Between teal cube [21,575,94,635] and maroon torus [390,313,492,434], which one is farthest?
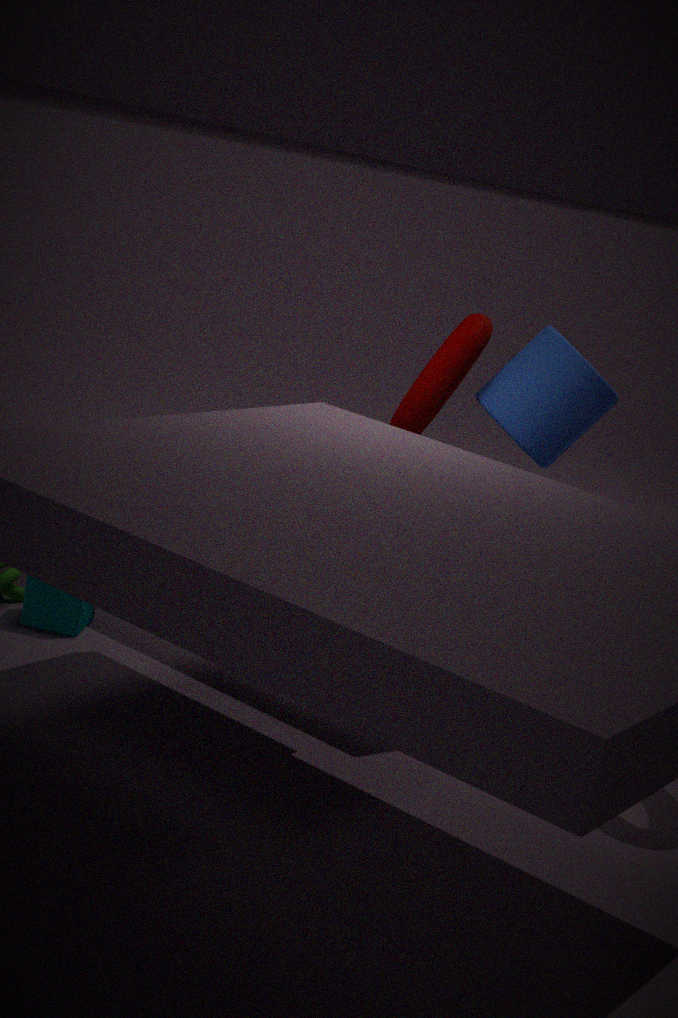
maroon torus [390,313,492,434]
